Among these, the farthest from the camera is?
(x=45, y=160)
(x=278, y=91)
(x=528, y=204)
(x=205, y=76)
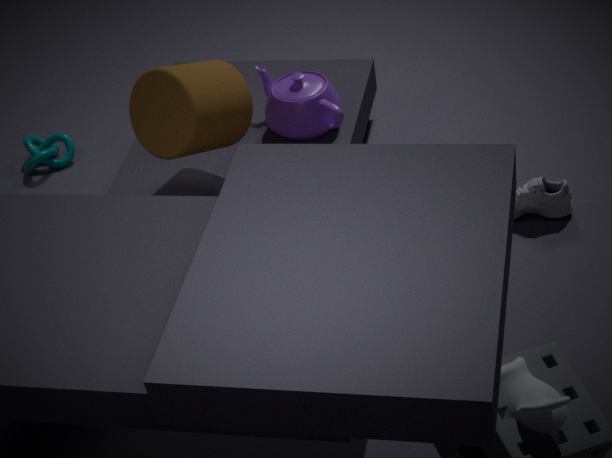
(x=45, y=160)
